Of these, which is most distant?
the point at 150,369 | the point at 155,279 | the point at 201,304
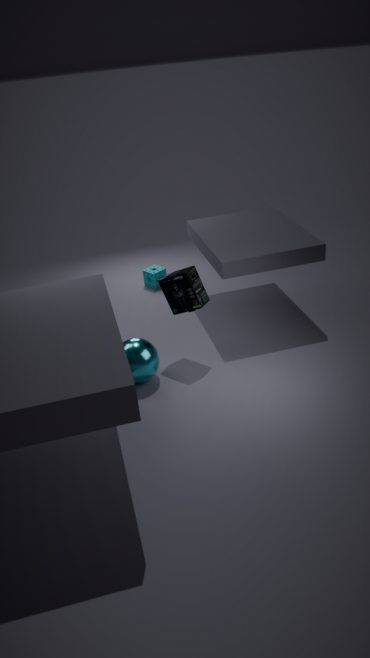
the point at 155,279
